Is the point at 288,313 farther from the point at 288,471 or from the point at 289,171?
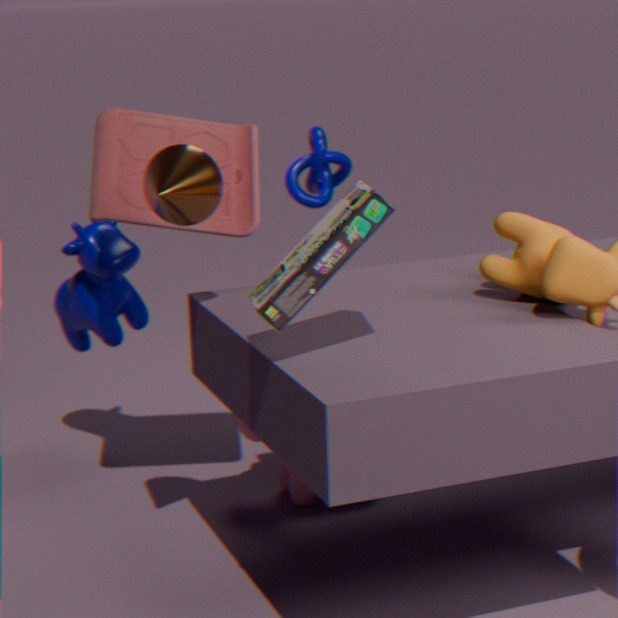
the point at 289,171
